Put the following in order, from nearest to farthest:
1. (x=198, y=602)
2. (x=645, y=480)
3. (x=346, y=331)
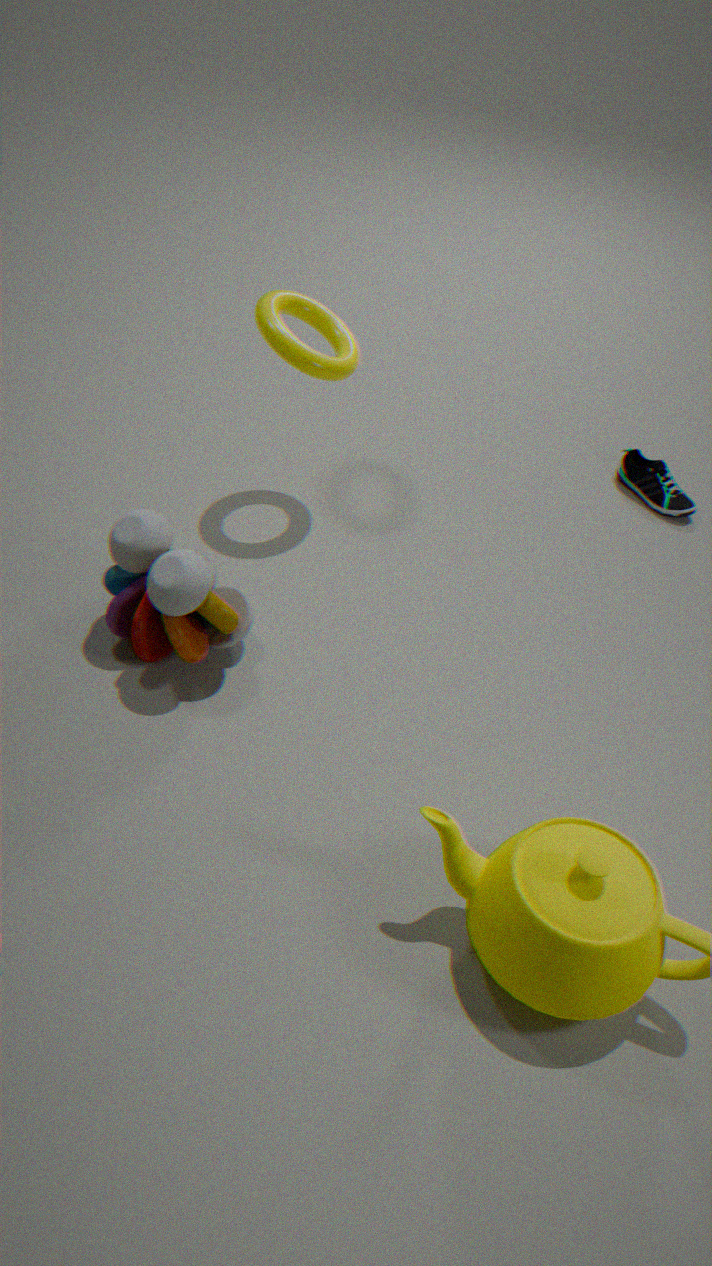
(x=198, y=602)
(x=346, y=331)
(x=645, y=480)
